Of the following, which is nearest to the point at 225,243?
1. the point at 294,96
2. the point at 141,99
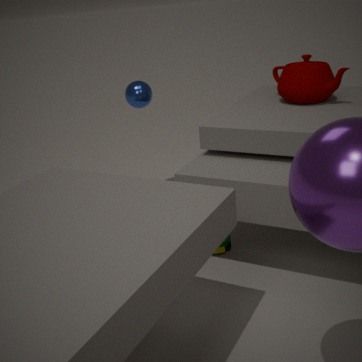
the point at 141,99
